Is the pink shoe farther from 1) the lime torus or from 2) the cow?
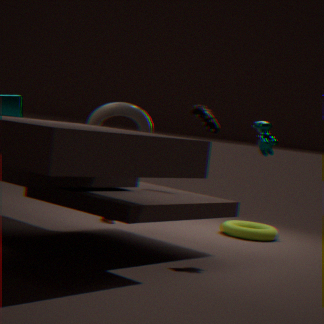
1) the lime torus
